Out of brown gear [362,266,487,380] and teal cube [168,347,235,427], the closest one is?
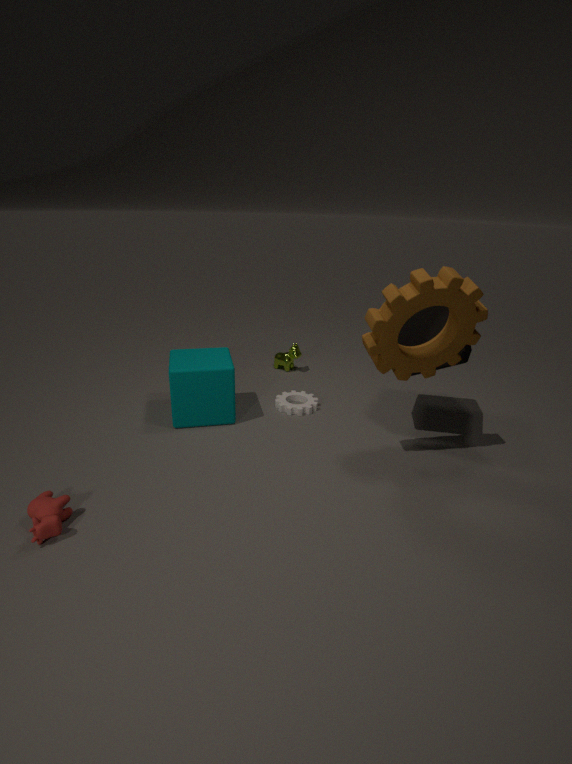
brown gear [362,266,487,380]
